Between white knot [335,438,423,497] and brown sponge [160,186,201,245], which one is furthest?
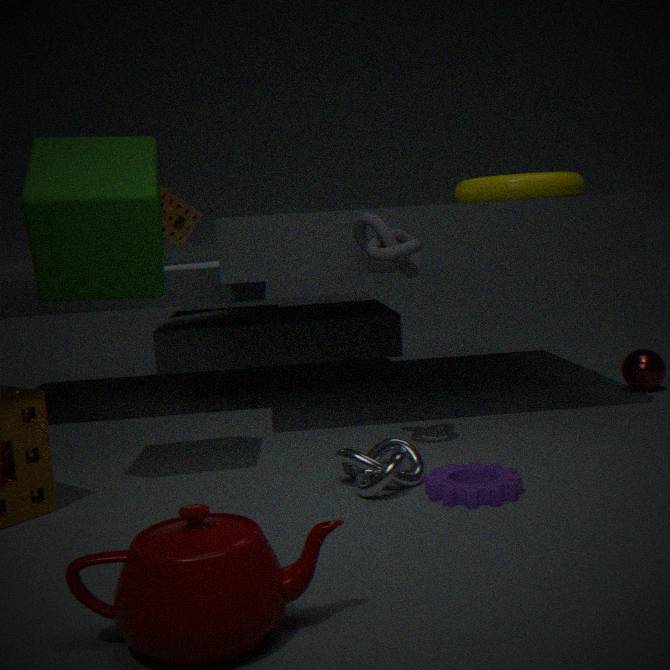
brown sponge [160,186,201,245]
